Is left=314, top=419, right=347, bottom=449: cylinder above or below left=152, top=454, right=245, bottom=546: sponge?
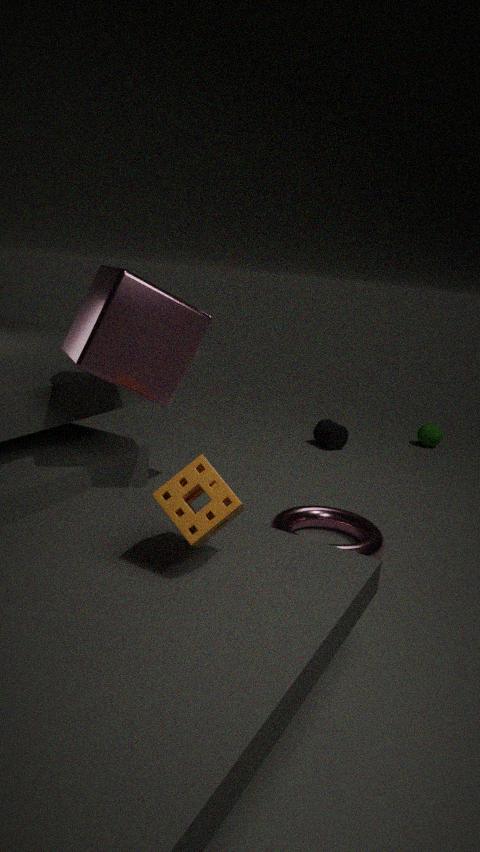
below
